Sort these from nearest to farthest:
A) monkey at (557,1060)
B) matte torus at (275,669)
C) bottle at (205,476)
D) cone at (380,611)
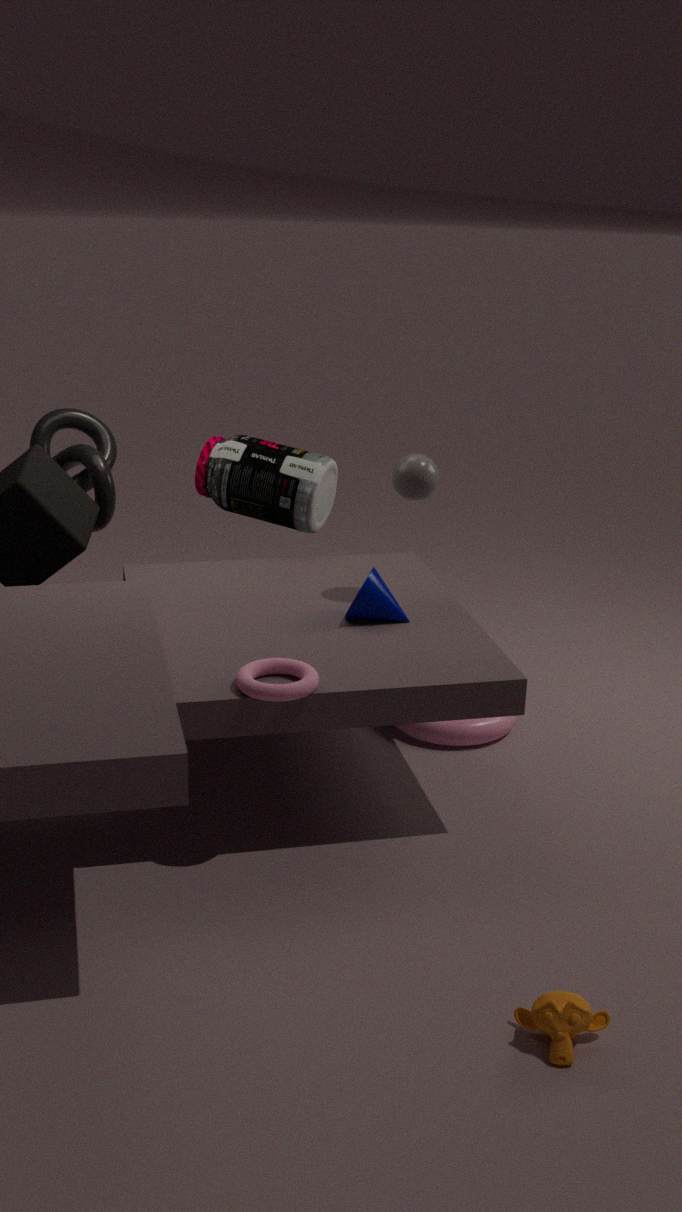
monkey at (557,1060) → matte torus at (275,669) → cone at (380,611) → bottle at (205,476)
